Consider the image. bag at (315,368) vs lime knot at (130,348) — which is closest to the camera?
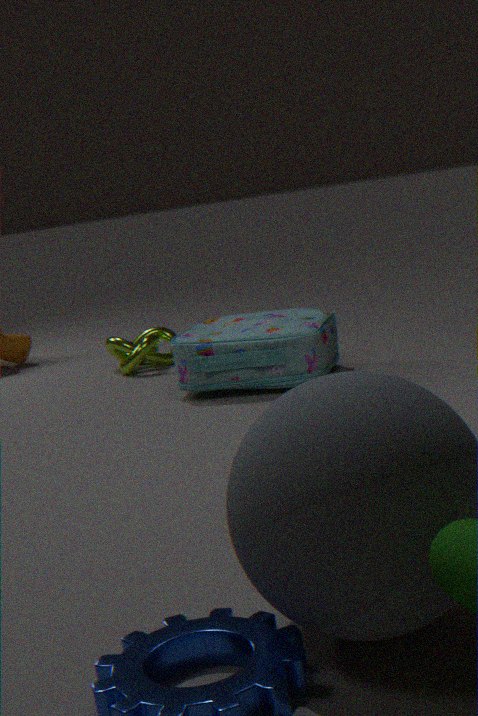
bag at (315,368)
